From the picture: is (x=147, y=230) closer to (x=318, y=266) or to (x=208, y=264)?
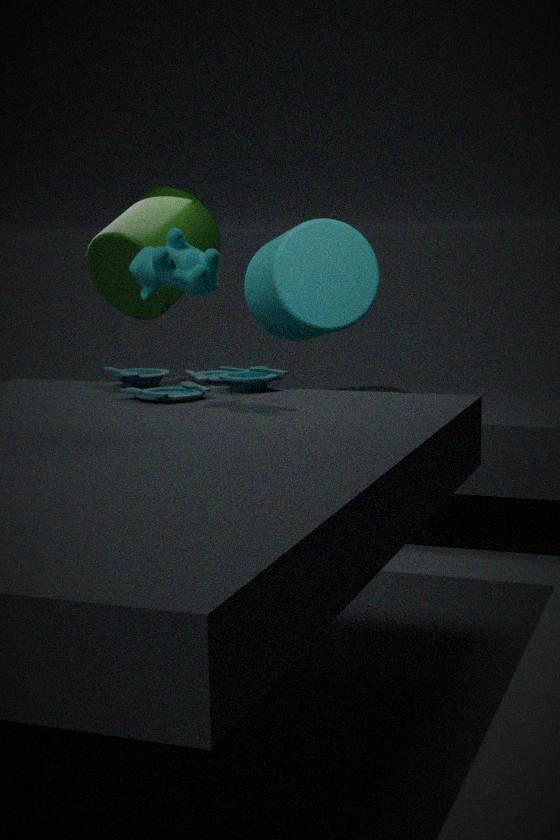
(x=318, y=266)
